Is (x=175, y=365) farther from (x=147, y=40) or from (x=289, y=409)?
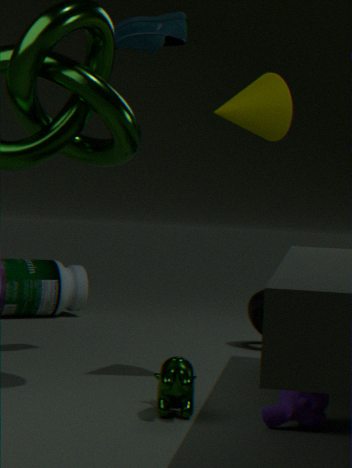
(x=147, y=40)
